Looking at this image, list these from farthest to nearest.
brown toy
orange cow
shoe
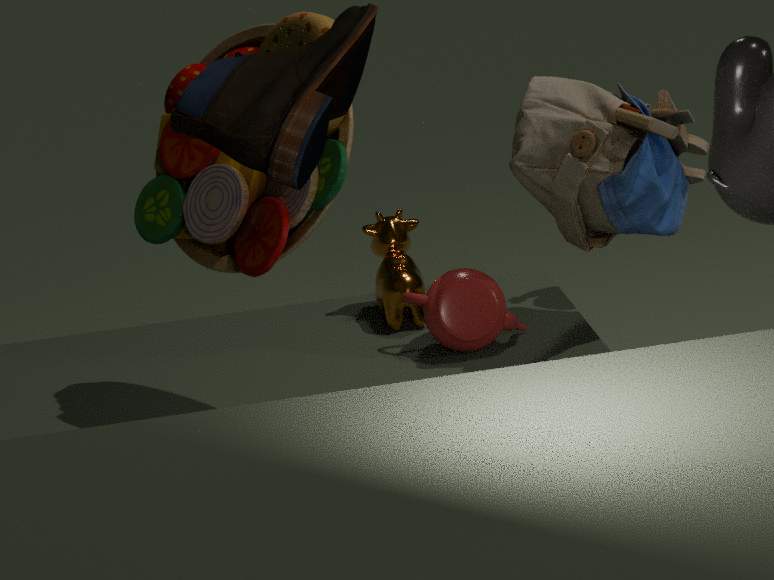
orange cow, brown toy, shoe
